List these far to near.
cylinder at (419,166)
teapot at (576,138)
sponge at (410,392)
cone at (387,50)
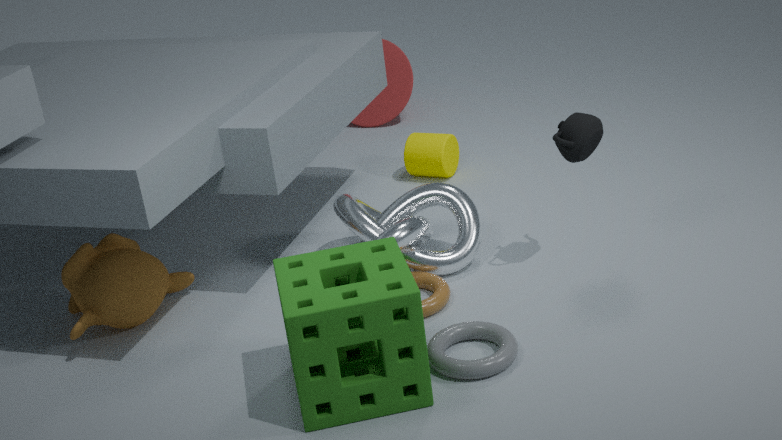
cone at (387,50)
cylinder at (419,166)
teapot at (576,138)
sponge at (410,392)
